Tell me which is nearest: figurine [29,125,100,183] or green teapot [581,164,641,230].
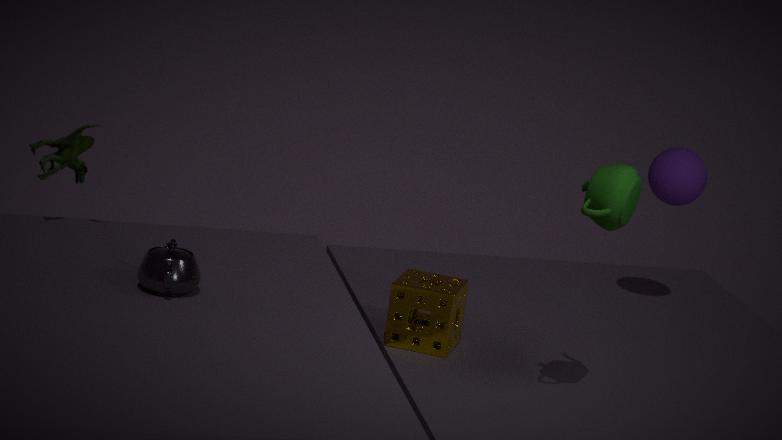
green teapot [581,164,641,230]
